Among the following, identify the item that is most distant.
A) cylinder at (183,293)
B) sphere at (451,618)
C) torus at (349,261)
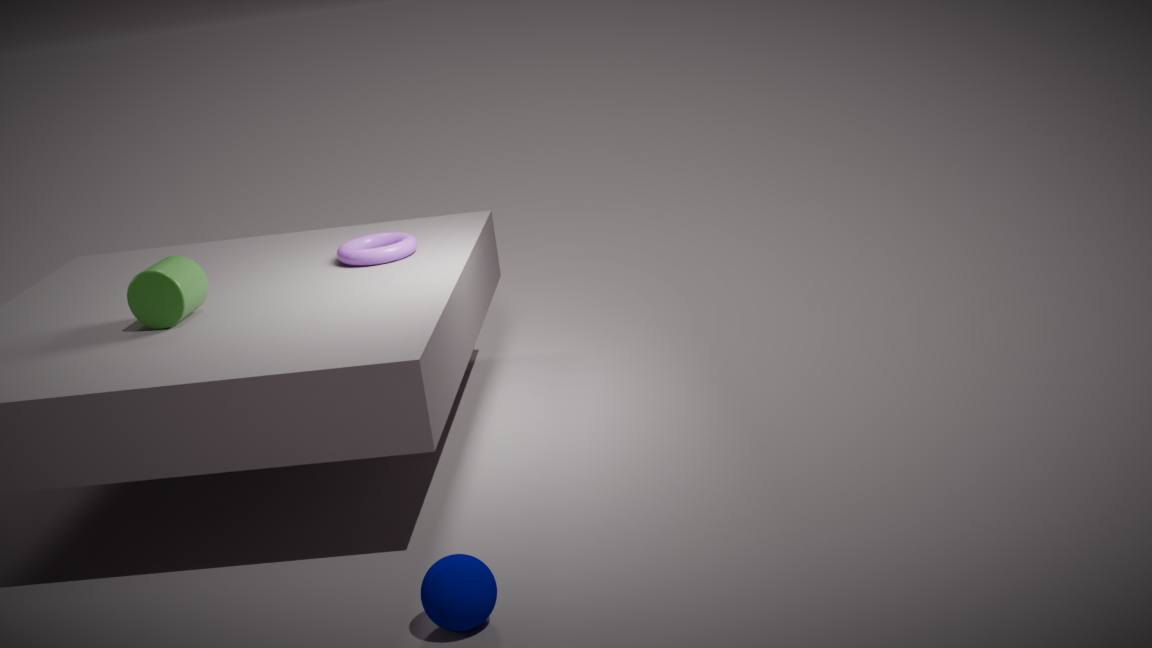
torus at (349,261)
